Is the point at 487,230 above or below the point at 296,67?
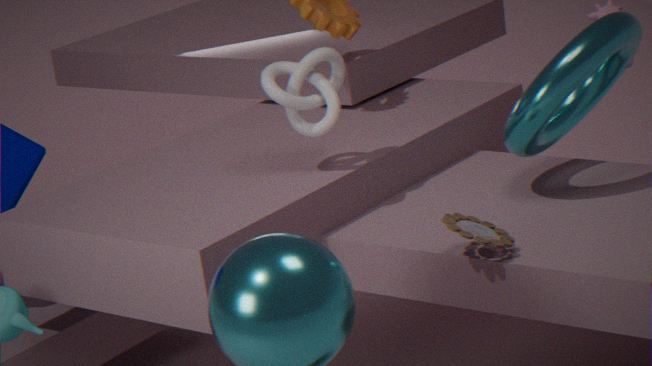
below
